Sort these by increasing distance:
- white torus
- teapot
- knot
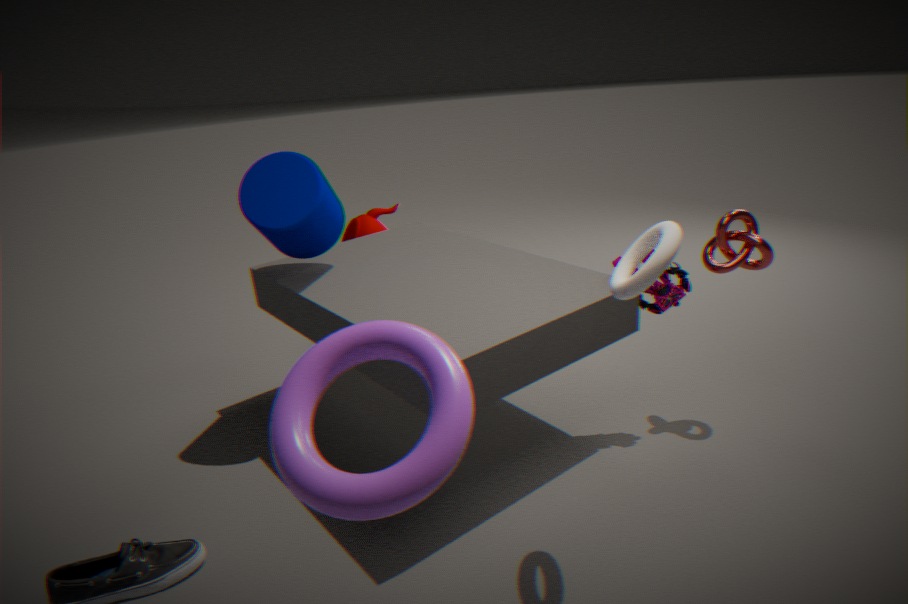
white torus → knot → teapot
